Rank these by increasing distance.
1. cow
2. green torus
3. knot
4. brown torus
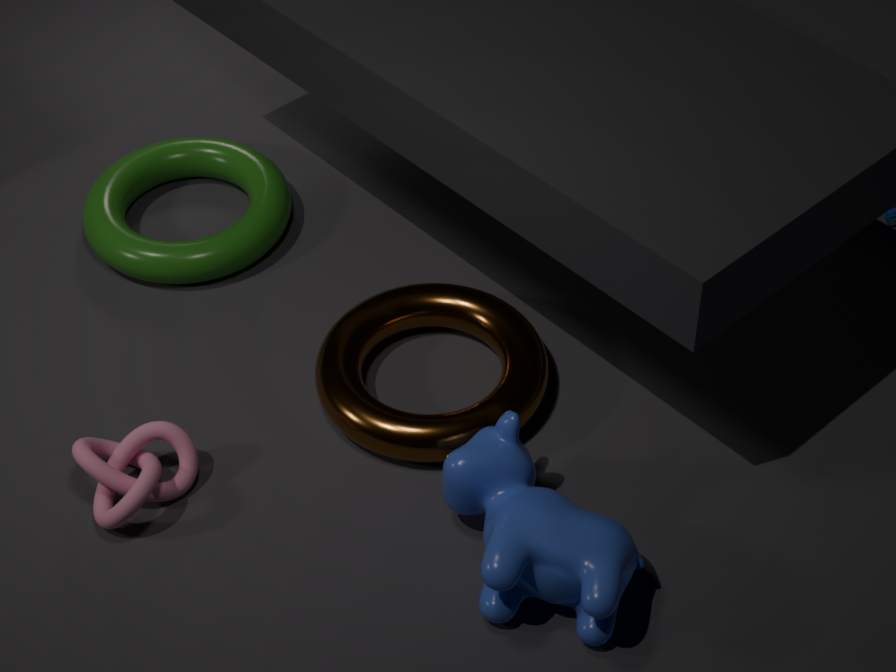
1. cow
2. knot
3. brown torus
4. green torus
